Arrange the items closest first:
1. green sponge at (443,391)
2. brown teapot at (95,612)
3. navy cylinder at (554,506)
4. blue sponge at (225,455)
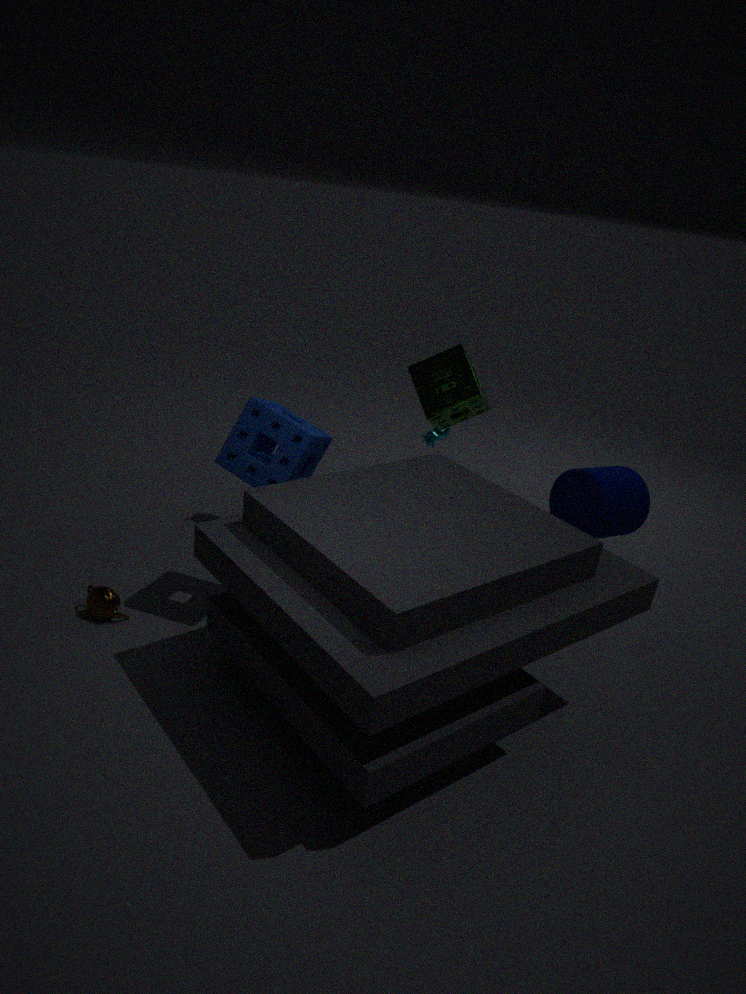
1. blue sponge at (225,455)
2. navy cylinder at (554,506)
3. brown teapot at (95,612)
4. green sponge at (443,391)
